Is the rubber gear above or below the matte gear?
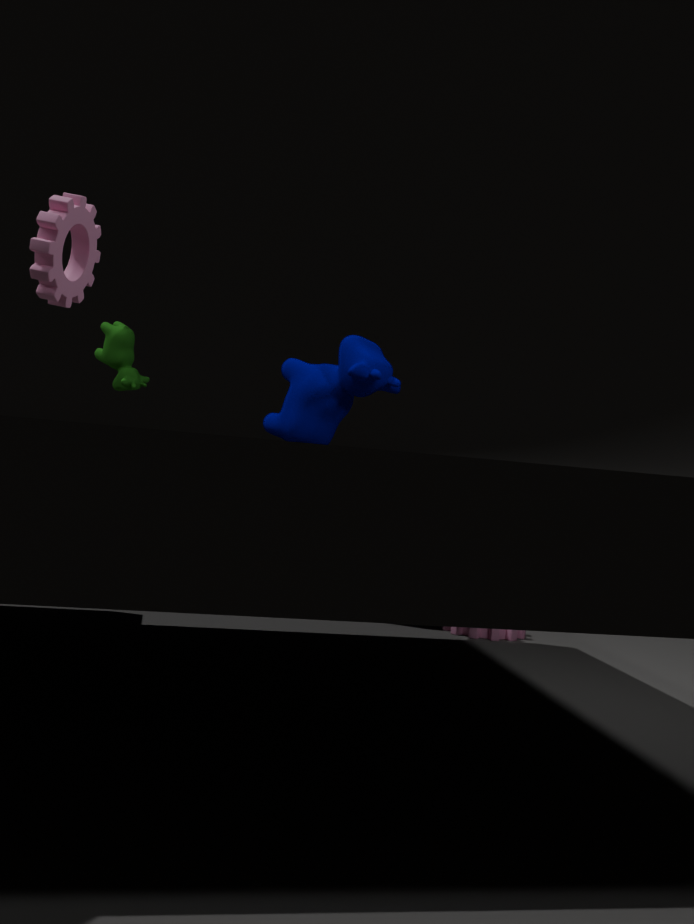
below
